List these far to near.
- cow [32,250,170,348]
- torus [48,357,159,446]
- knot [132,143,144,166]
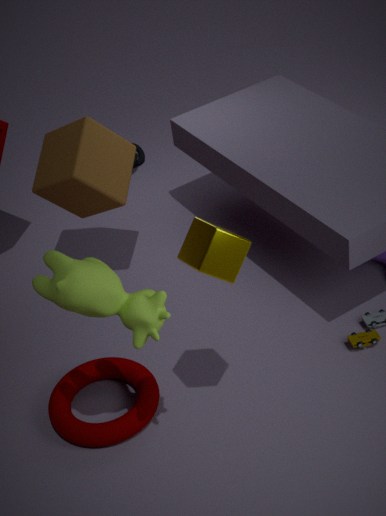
knot [132,143,144,166], torus [48,357,159,446], cow [32,250,170,348]
